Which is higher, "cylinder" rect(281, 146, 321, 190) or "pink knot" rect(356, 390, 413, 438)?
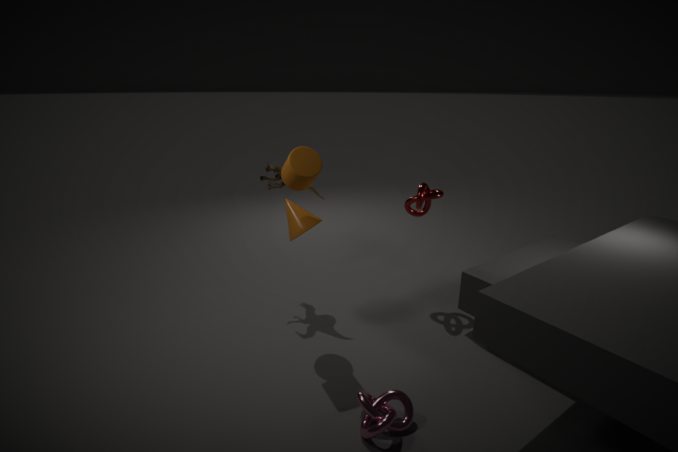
"cylinder" rect(281, 146, 321, 190)
